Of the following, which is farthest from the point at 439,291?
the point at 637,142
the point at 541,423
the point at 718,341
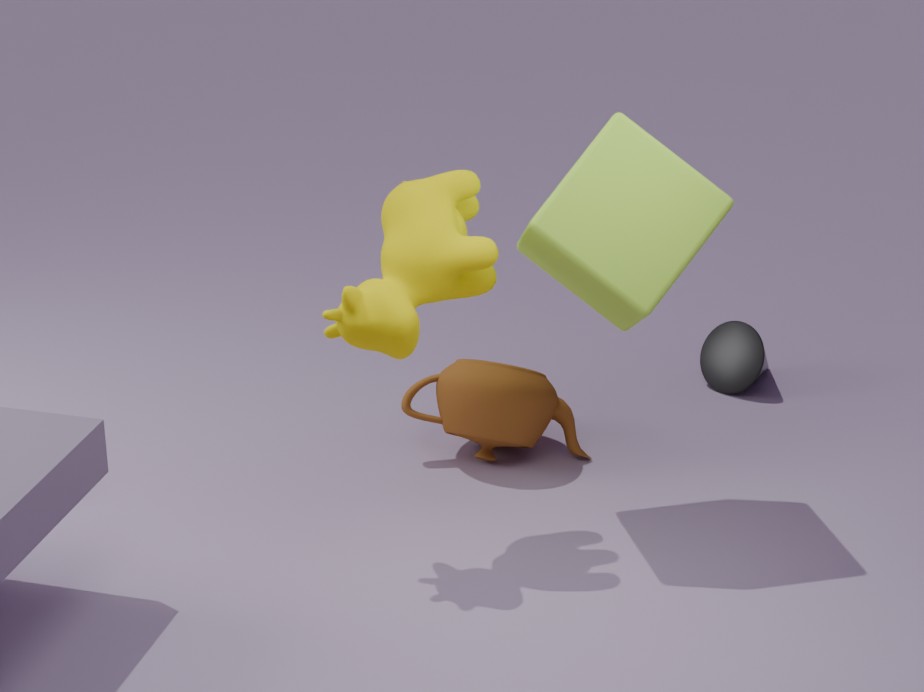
the point at 718,341
